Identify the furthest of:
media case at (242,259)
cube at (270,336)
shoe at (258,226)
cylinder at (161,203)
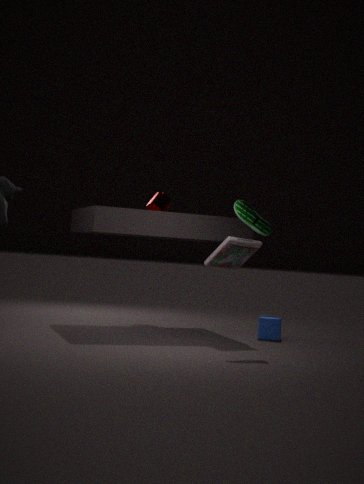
cylinder at (161,203)
